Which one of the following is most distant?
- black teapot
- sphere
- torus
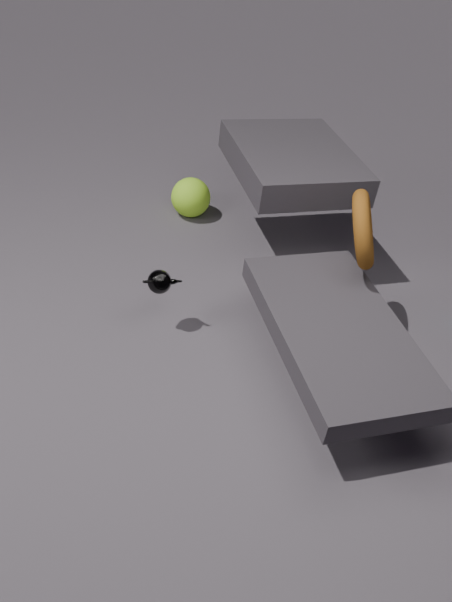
sphere
